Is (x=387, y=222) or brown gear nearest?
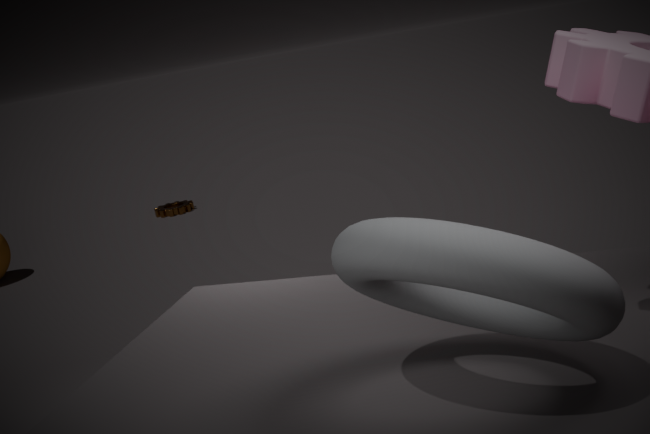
brown gear
